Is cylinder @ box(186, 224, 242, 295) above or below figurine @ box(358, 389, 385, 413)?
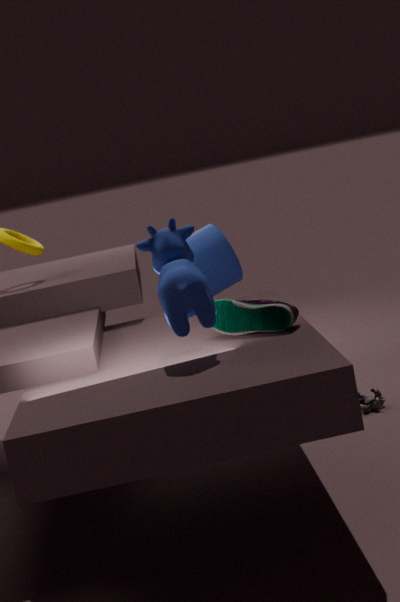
above
